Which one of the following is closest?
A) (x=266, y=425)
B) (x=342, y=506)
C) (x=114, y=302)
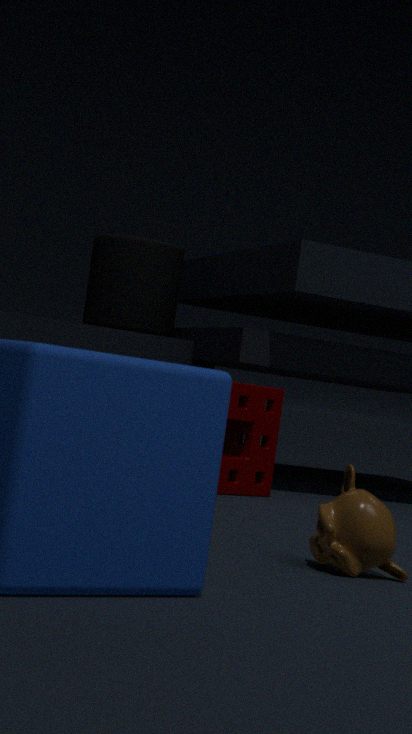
(x=342, y=506)
